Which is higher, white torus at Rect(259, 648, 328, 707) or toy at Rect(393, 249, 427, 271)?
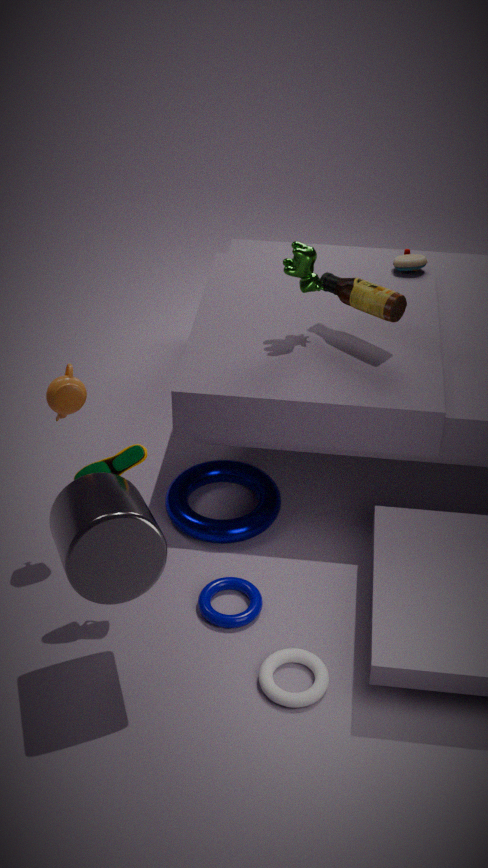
toy at Rect(393, 249, 427, 271)
